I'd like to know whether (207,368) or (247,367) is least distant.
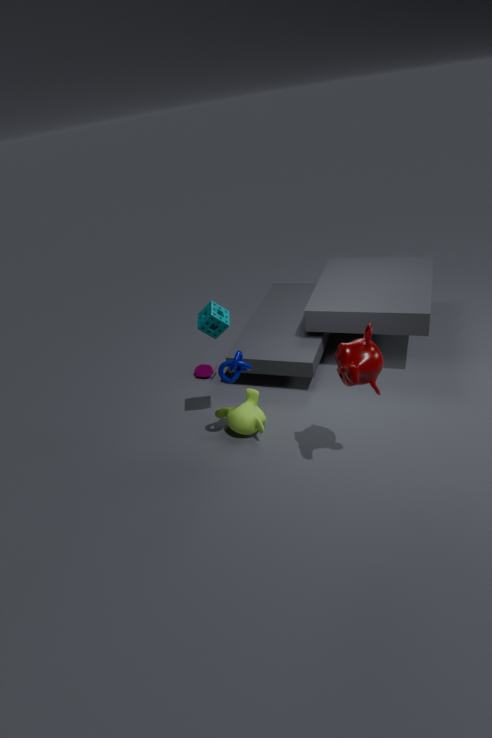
(247,367)
